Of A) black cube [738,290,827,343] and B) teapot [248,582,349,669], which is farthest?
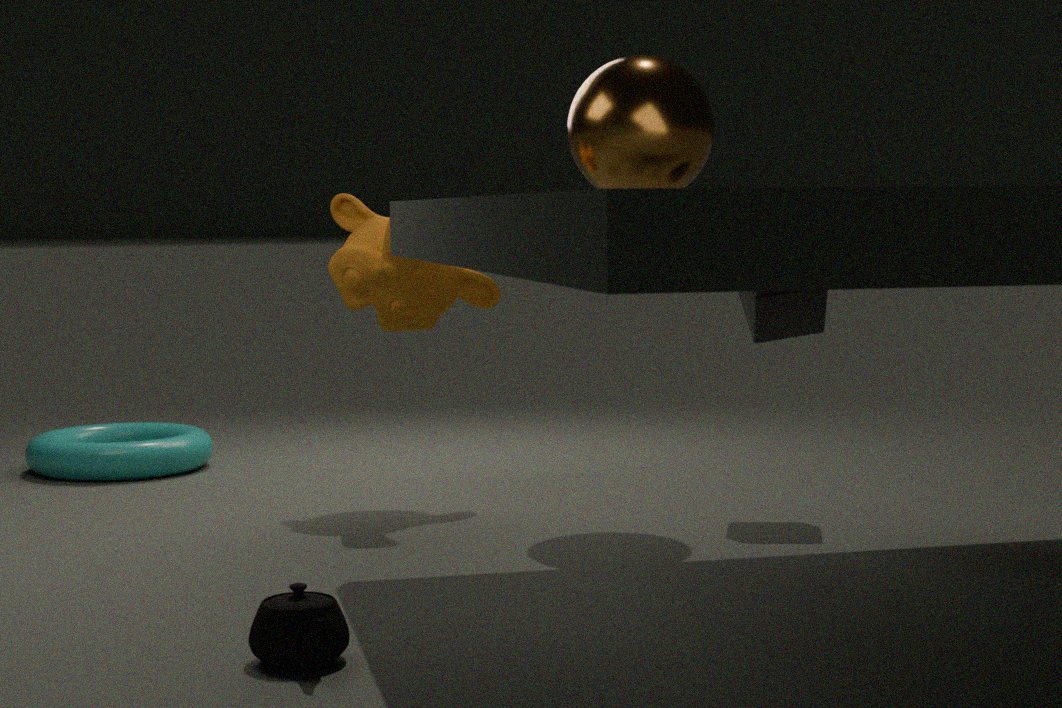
A. black cube [738,290,827,343]
